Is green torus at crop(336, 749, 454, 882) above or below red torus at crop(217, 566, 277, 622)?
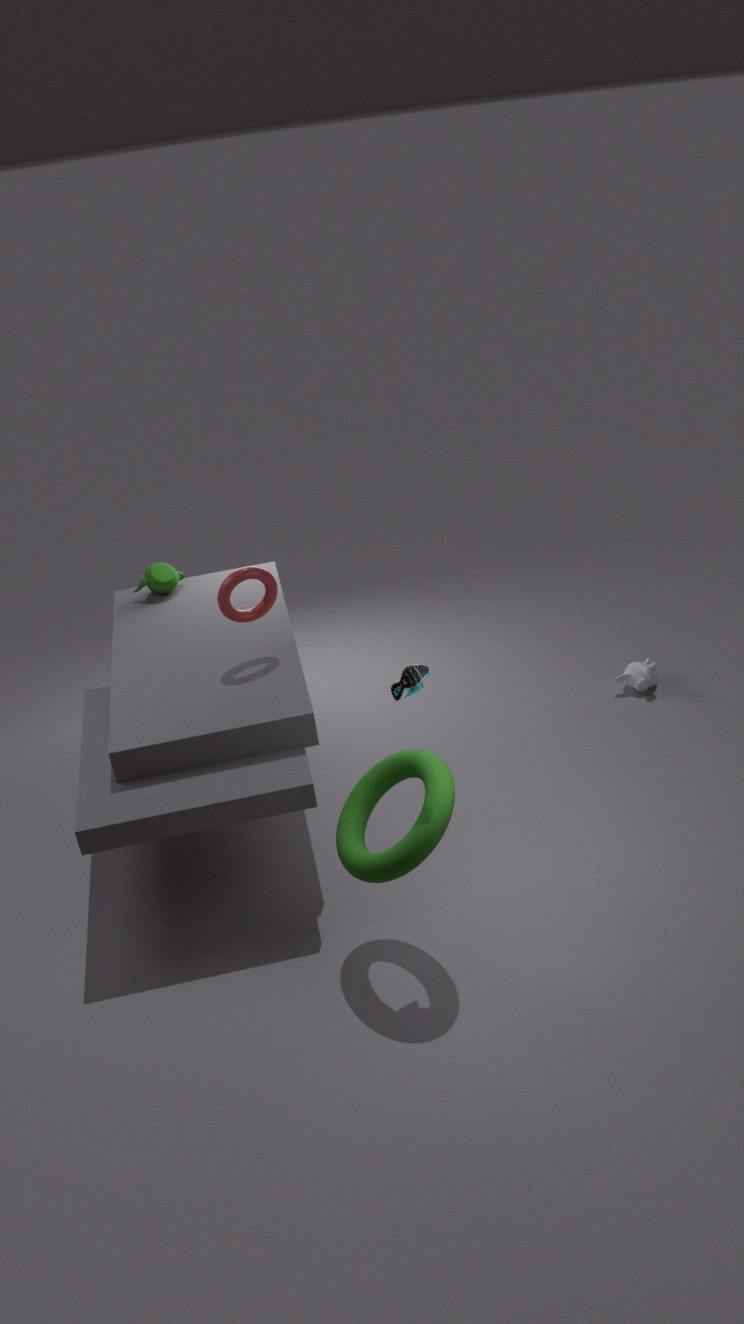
below
